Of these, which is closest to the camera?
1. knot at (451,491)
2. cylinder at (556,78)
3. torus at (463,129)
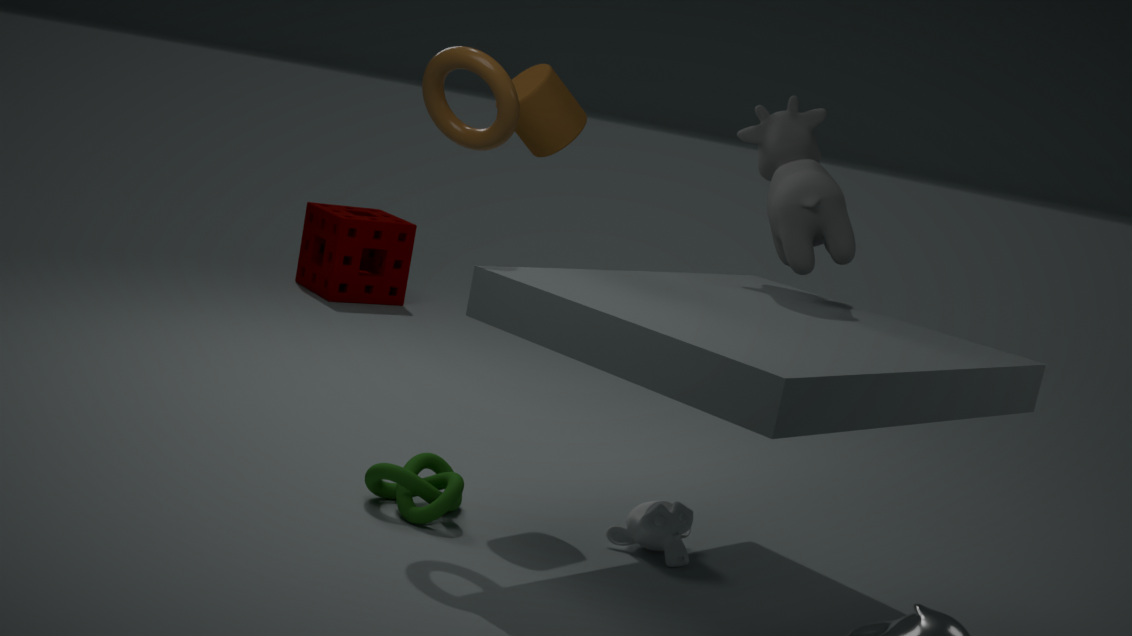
torus at (463,129)
